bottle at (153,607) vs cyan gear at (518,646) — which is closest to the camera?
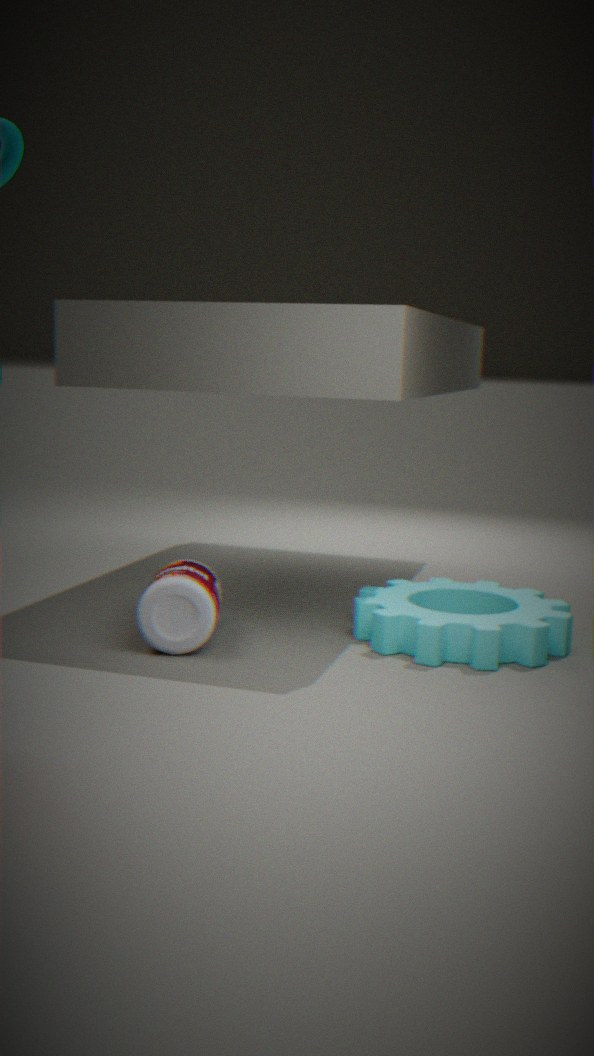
bottle at (153,607)
